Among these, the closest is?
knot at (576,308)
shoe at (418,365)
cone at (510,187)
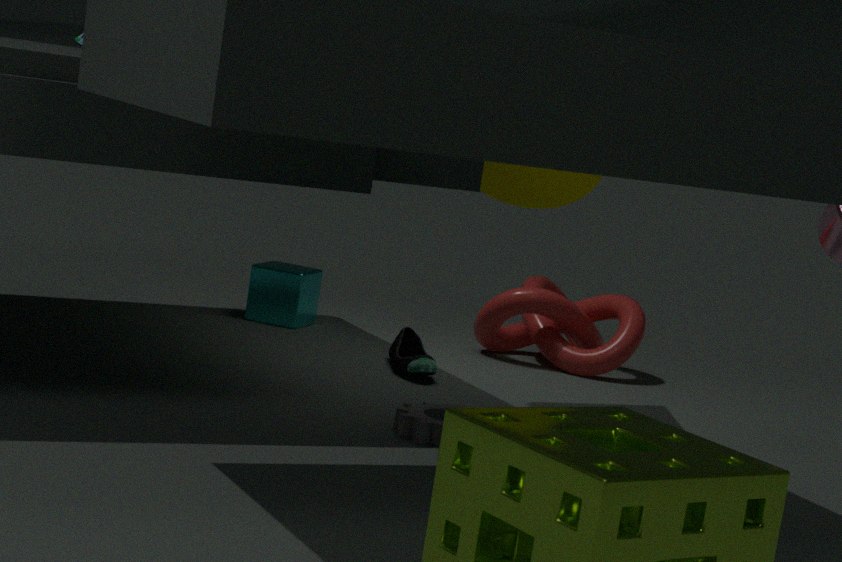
cone at (510,187)
